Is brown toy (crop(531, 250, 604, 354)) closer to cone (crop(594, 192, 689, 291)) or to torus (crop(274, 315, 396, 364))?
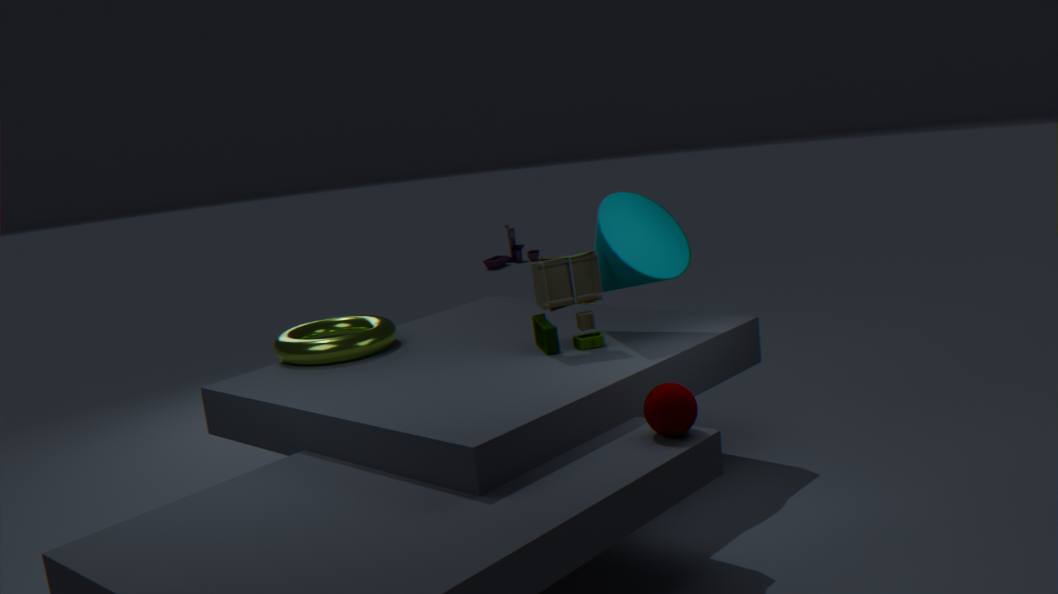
cone (crop(594, 192, 689, 291))
